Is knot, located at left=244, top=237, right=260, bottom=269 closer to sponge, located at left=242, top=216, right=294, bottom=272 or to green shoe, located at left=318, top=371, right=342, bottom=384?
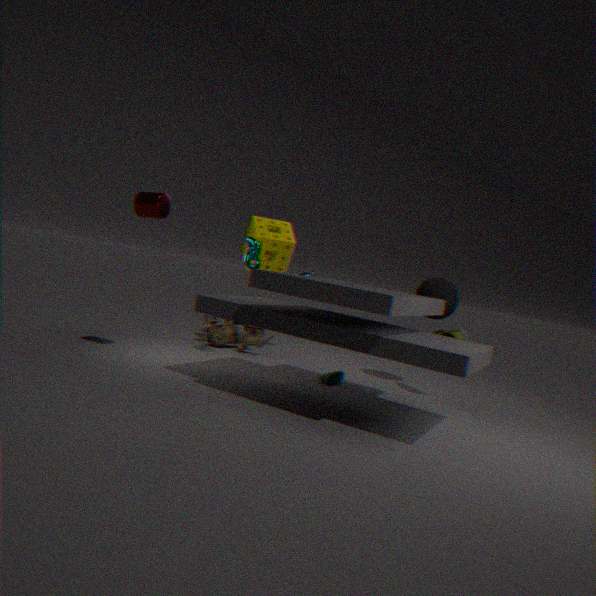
sponge, located at left=242, top=216, right=294, bottom=272
